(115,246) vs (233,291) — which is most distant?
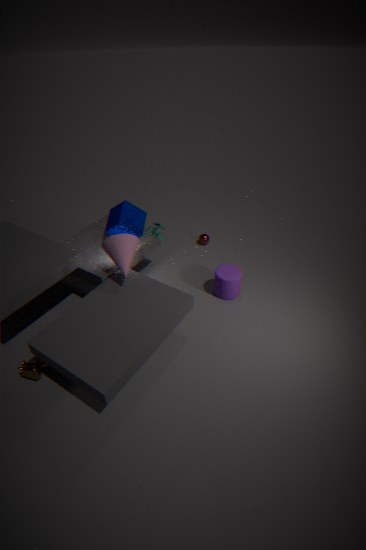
(233,291)
